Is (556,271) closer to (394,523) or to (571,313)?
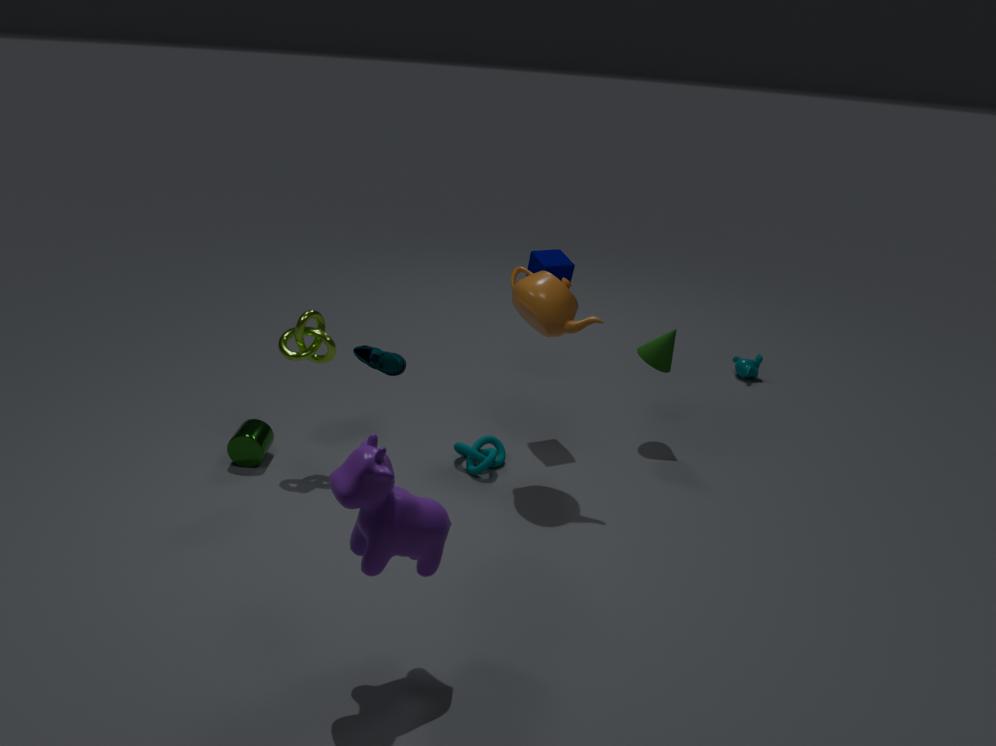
(571,313)
